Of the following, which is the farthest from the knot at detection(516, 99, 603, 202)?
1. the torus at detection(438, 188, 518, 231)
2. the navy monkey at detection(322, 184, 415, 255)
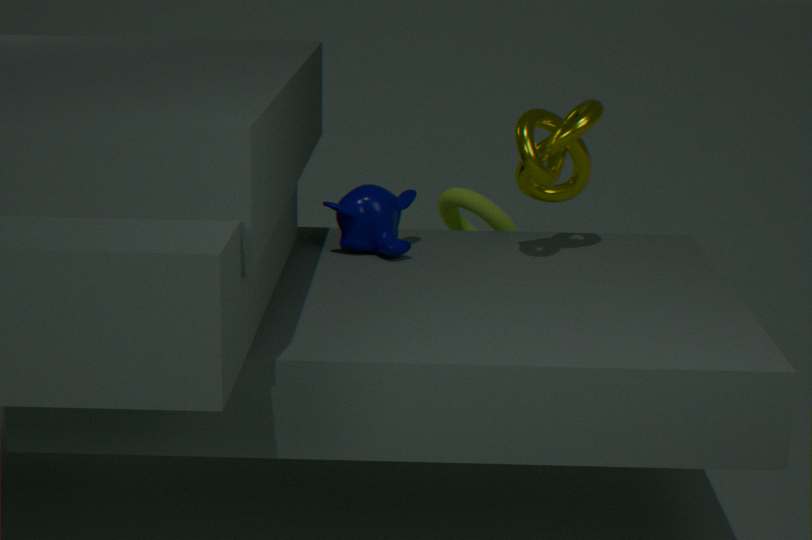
the torus at detection(438, 188, 518, 231)
